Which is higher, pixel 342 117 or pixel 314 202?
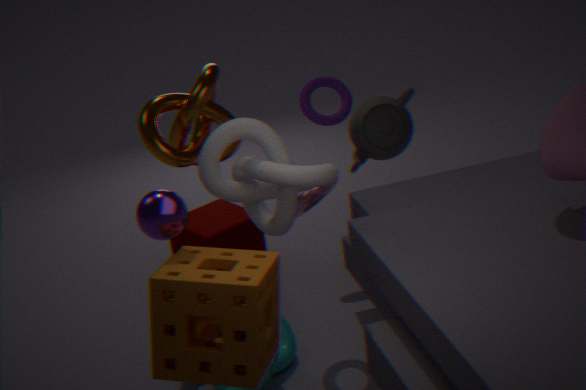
pixel 342 117
